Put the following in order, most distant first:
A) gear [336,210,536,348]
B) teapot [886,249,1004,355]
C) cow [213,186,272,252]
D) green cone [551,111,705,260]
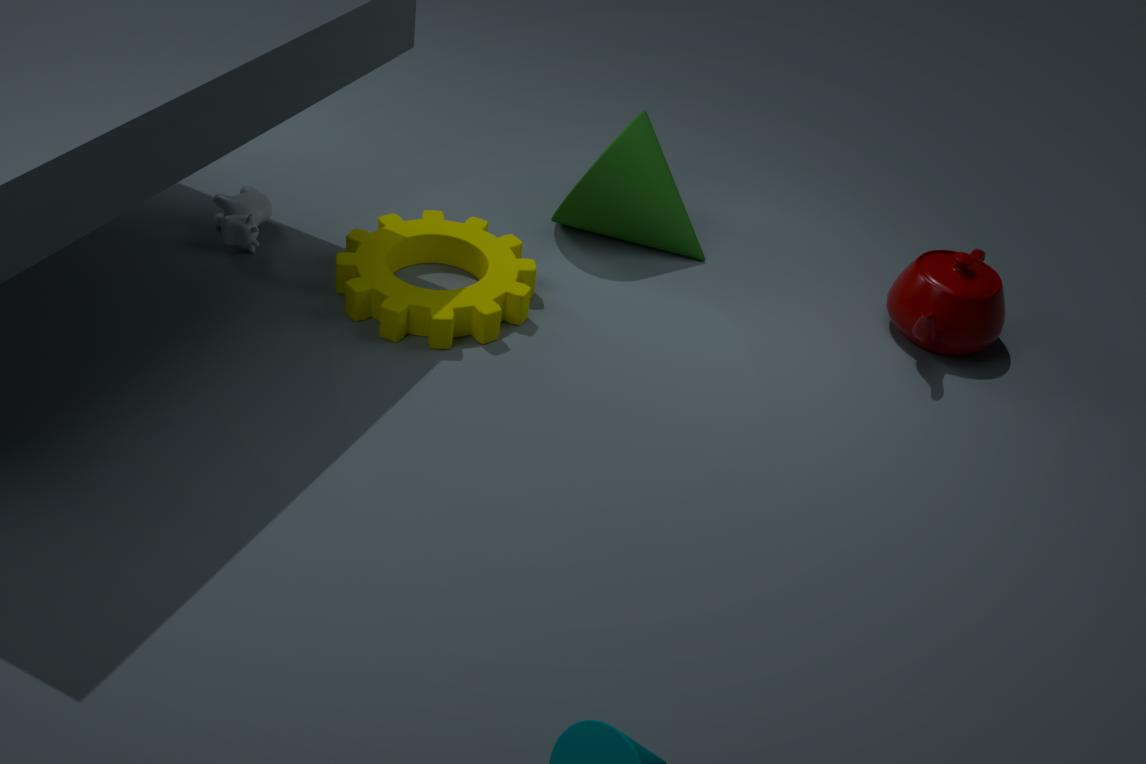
green cone [551,111,705,260] → cow [213,186,272,252] → teapot [886,249,1004,355] → gear [336,210,536,348]
